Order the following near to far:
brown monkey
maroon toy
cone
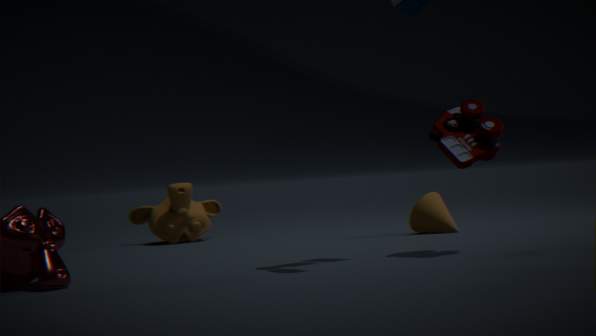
maroon toy
cone
brown monkey
